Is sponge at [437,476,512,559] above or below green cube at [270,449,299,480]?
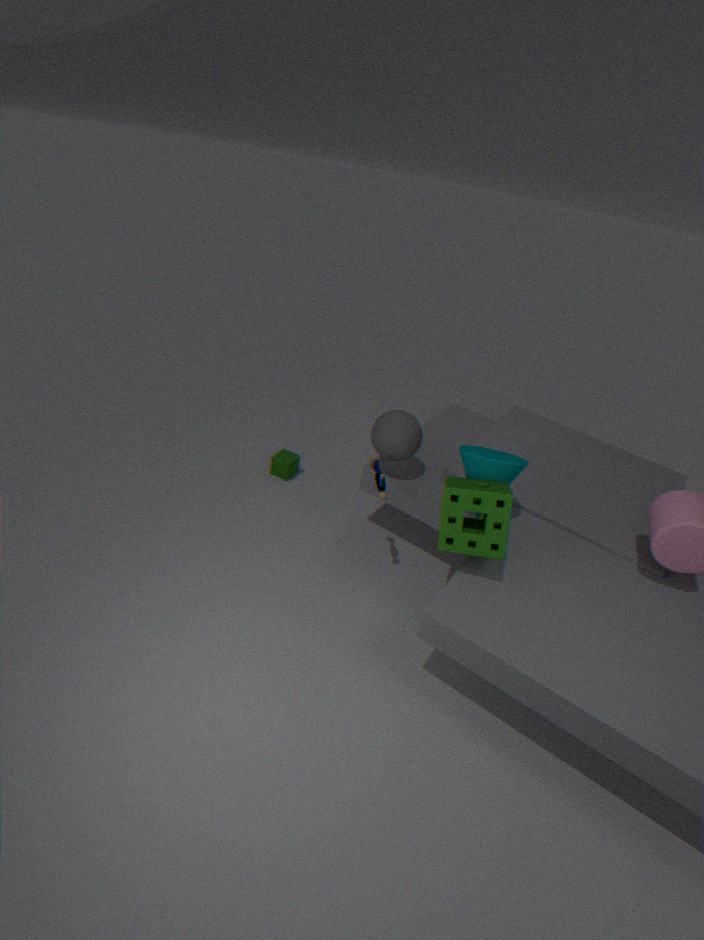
above
